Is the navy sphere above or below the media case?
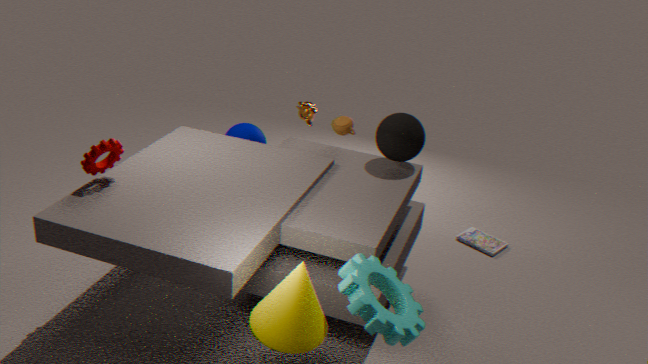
above
